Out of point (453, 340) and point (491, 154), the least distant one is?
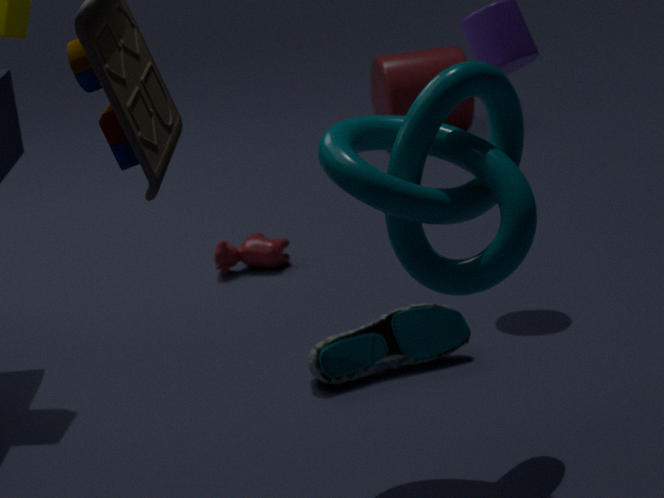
point (491, 154)
